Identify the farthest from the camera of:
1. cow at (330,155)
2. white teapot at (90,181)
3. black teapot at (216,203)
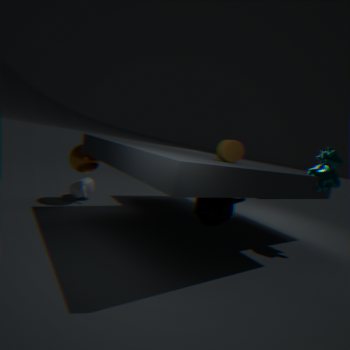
white teapot at (90,181)
